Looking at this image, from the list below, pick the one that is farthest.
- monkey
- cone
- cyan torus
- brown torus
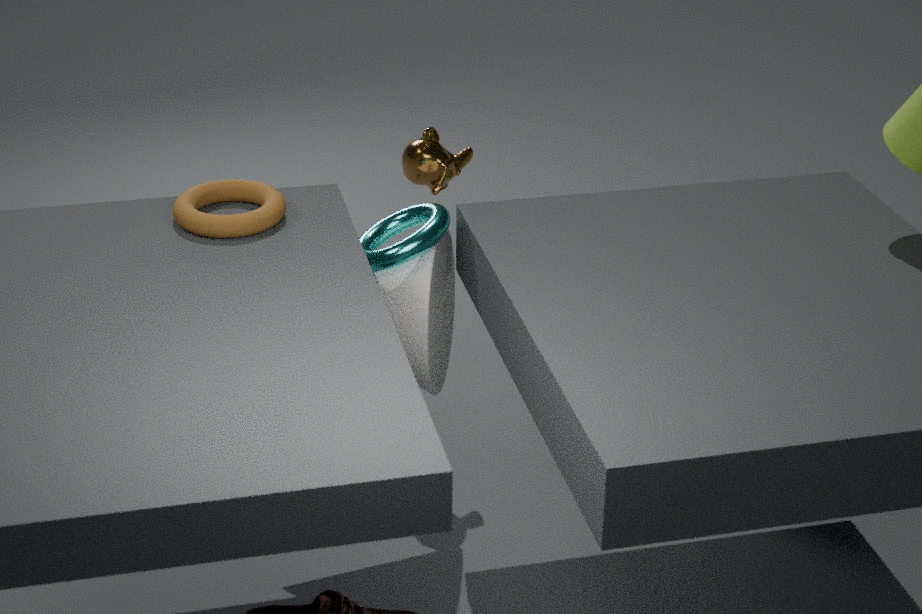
monkey
